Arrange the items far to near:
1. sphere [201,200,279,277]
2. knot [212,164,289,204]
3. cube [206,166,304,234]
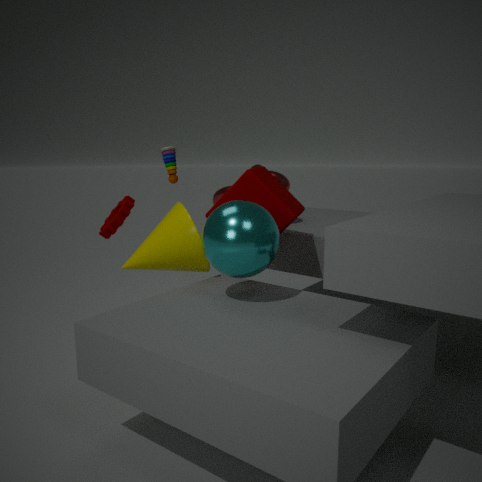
knot [212,164,289,204] < cube [206,166,304,234] < sphere [201,200,279,277]
